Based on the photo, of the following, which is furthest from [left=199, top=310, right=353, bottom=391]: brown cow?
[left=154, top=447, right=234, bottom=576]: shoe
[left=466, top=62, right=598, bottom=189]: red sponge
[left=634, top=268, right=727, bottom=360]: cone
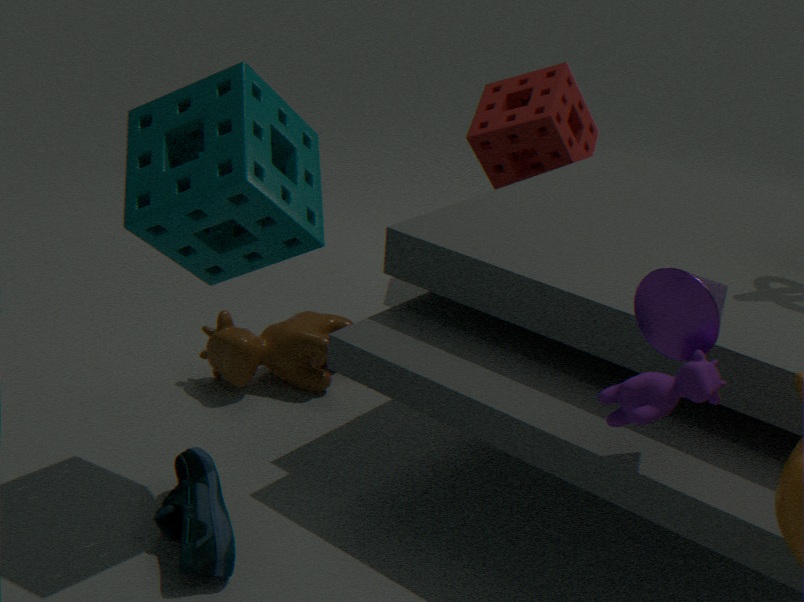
[left=634, top=268, right=727, bottom=360]: cone
